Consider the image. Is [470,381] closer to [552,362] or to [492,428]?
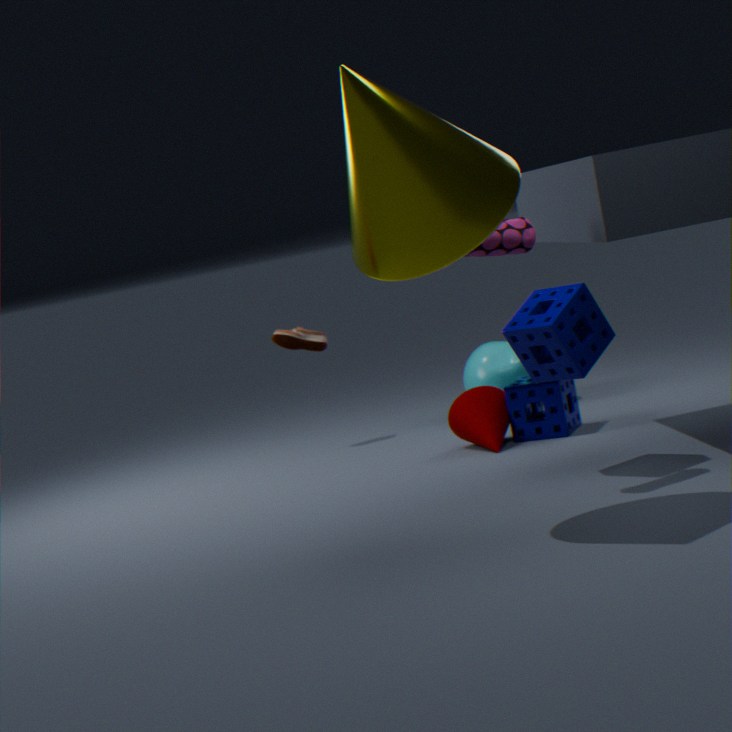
[492,428]
